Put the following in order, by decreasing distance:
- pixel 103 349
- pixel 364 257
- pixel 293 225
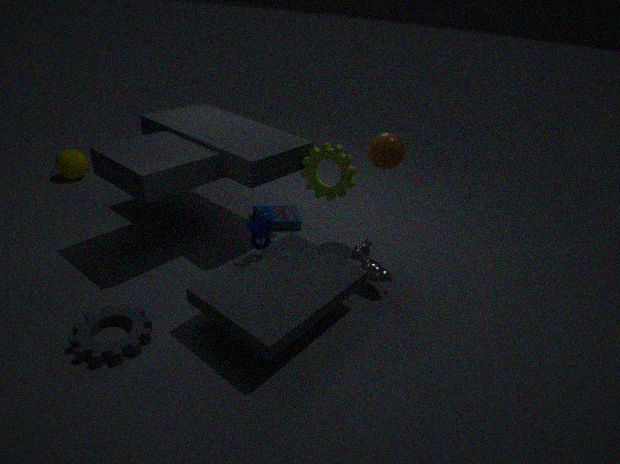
1. pixel 293 225
2. pixel 364 257
3. pixel 103 349
